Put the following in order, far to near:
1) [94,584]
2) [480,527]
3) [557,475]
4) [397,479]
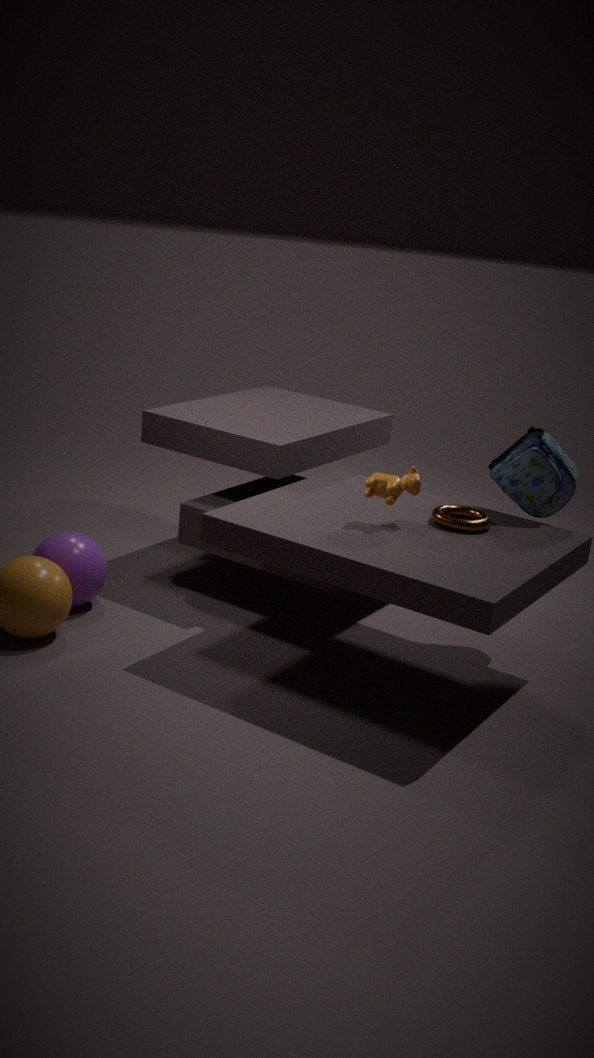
1. 1. [94,584]
2. 3. [557,475]
3. 2. [480,527]
4. 4. [397,479]
